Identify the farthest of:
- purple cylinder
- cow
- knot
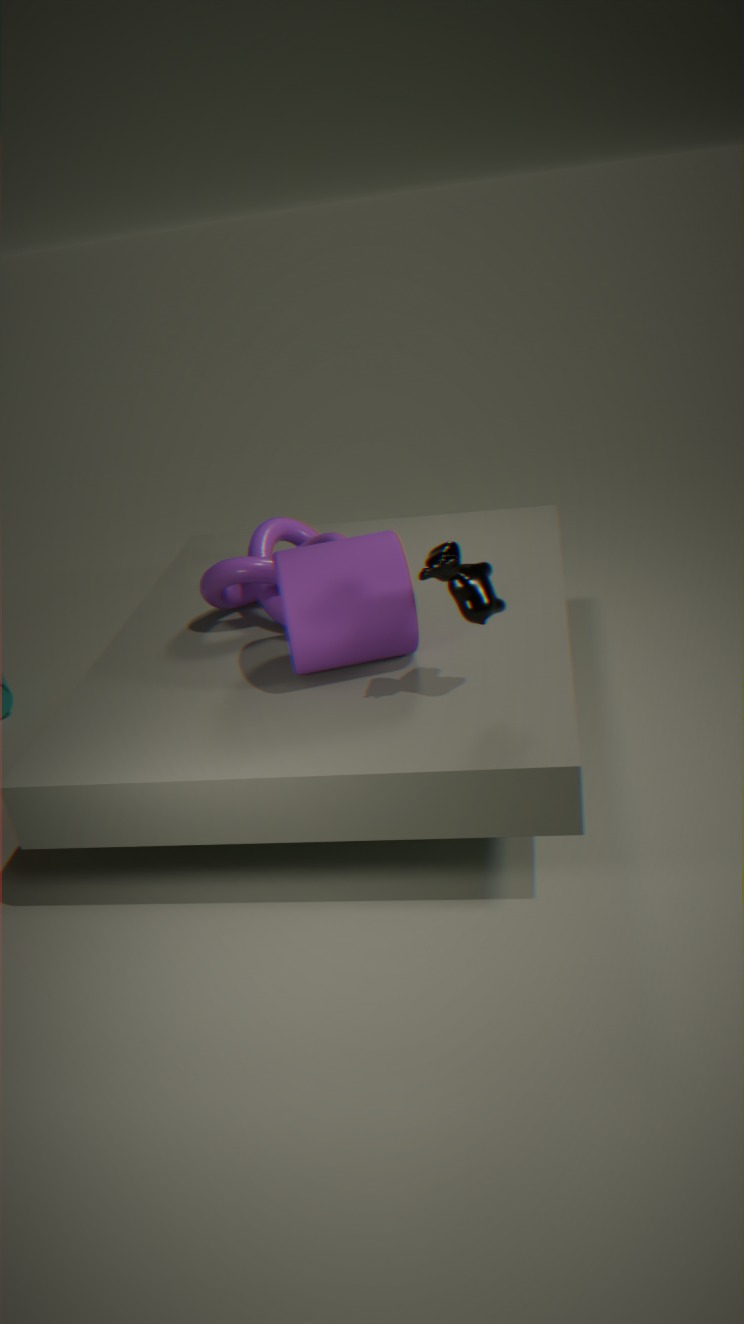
knot
